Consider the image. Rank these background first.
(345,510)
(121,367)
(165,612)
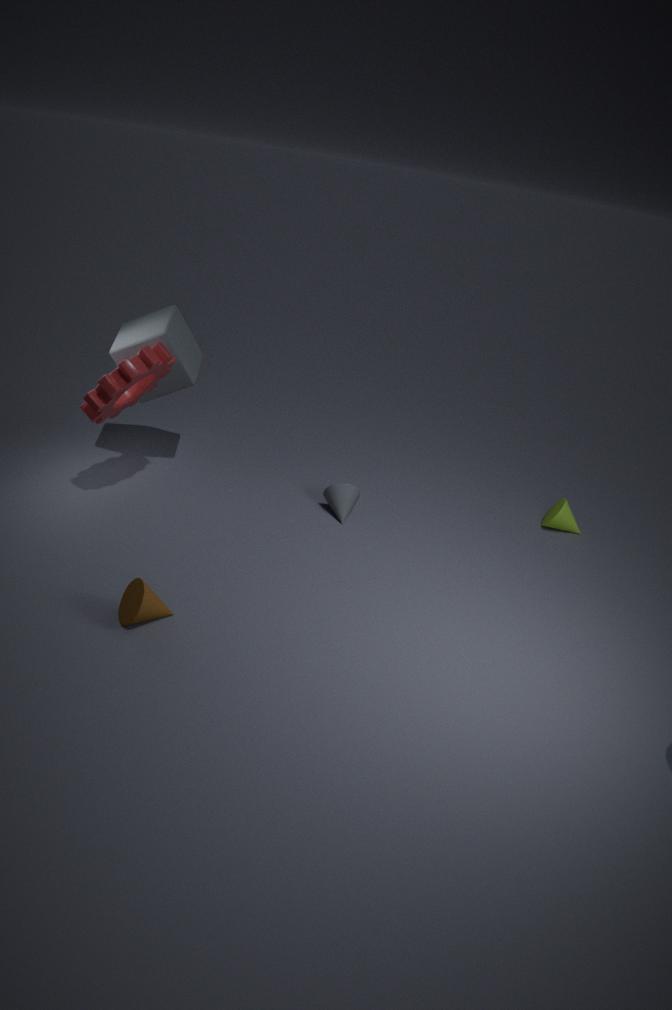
(345,510), (121,367), (165,612)
